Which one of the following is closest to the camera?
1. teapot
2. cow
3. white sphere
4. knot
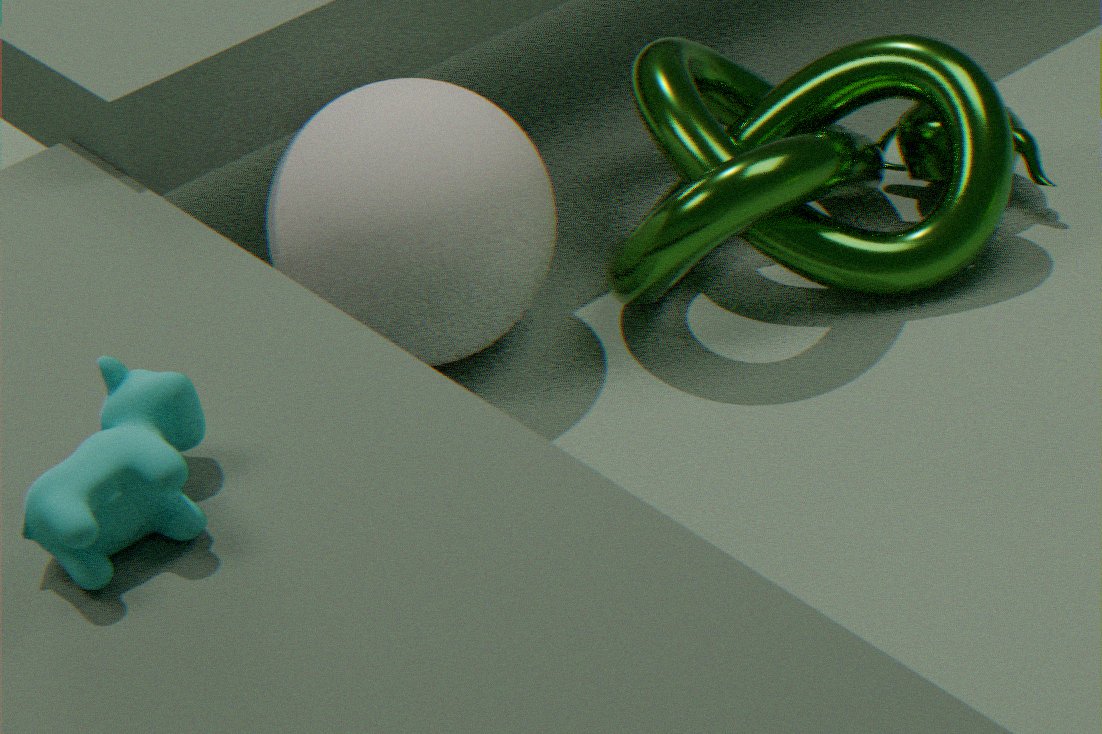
cow
